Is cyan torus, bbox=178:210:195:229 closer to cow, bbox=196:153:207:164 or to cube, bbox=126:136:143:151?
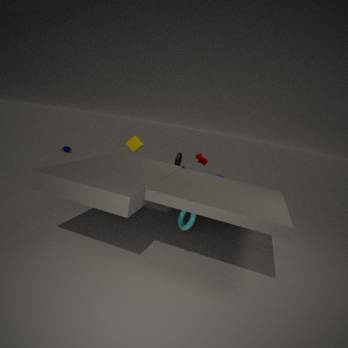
cube, bbox=126:136:143:151
